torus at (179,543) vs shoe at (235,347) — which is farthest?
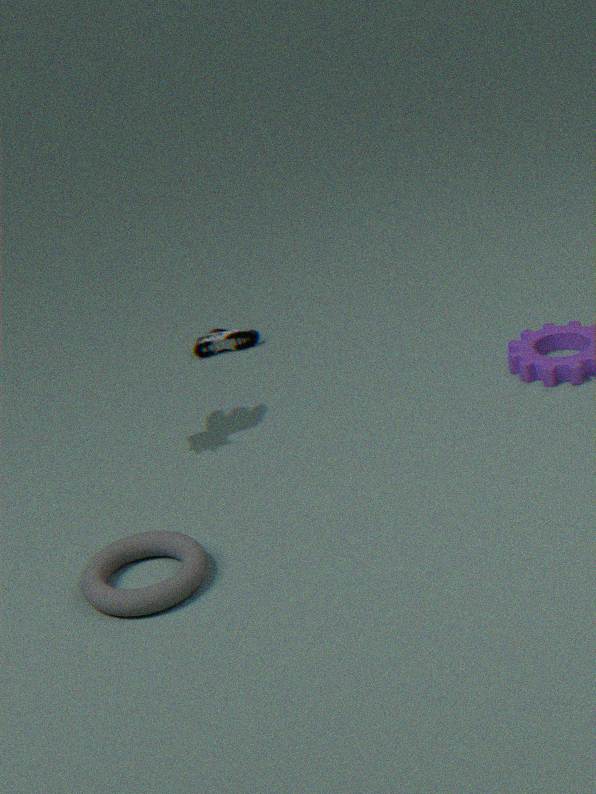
shoe at (235,347)
